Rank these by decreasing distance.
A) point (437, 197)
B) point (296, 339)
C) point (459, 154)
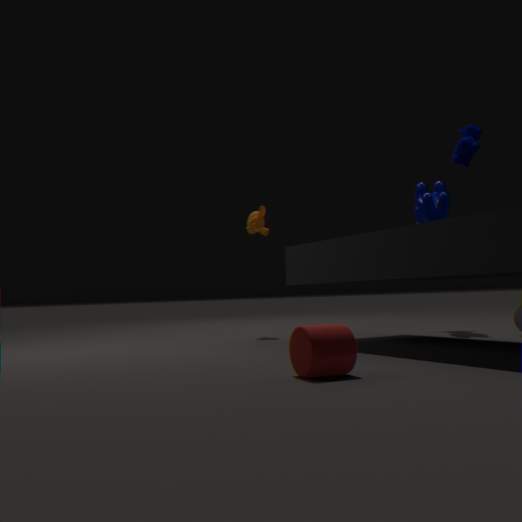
point (437, 197) < point (459, 154) < point (296, 339)
